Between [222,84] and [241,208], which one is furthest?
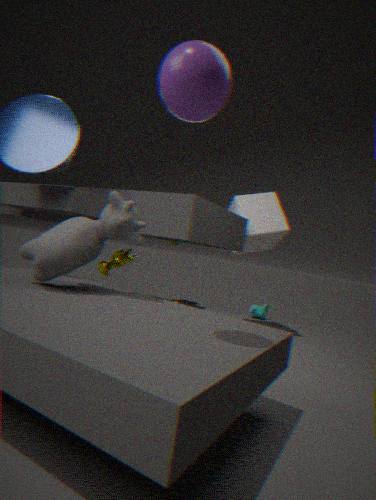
[241,208]
